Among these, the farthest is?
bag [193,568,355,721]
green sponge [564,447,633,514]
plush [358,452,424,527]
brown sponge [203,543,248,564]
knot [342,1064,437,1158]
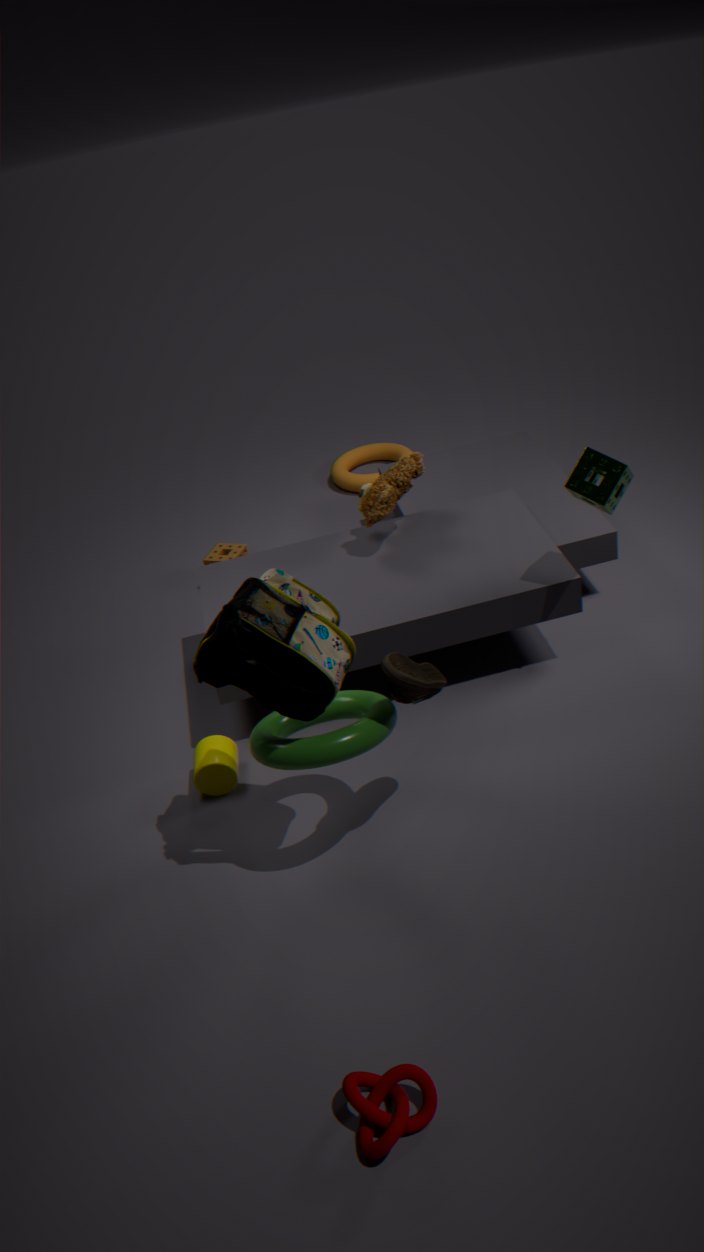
brown sponge [203,543,248,564]
